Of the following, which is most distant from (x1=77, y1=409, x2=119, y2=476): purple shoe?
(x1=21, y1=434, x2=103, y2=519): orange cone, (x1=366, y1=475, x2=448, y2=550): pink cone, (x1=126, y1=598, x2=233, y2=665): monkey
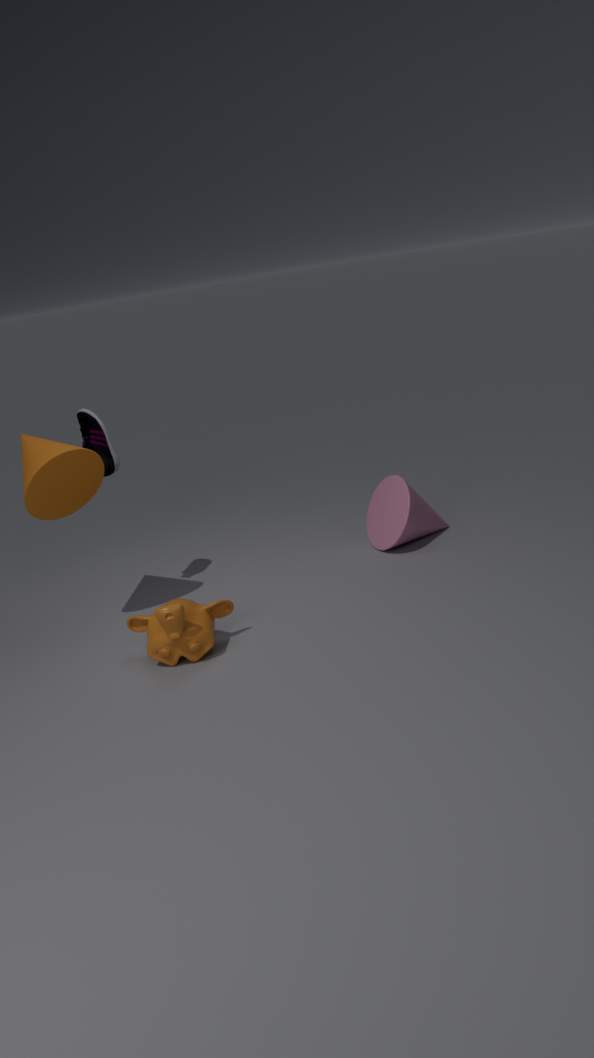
(x1=366, y1=475, x2=448, y2=550): pink cone
